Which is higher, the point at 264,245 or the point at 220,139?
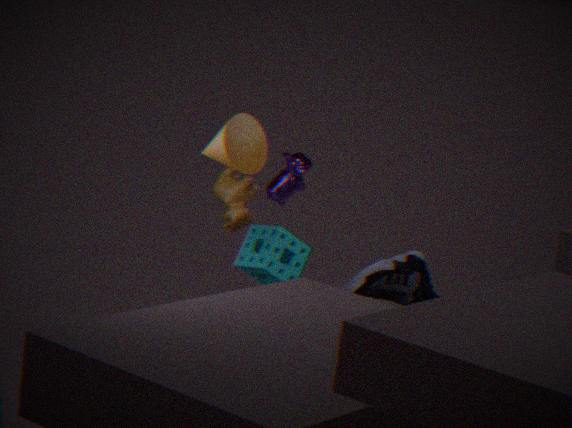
the point at 220,139
